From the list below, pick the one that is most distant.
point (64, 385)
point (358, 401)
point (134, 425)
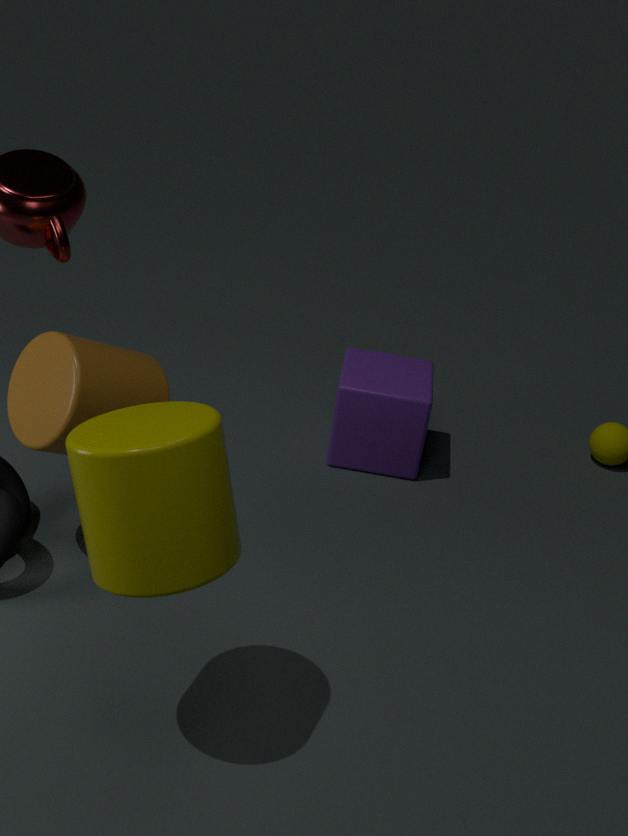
point (358, 401)
